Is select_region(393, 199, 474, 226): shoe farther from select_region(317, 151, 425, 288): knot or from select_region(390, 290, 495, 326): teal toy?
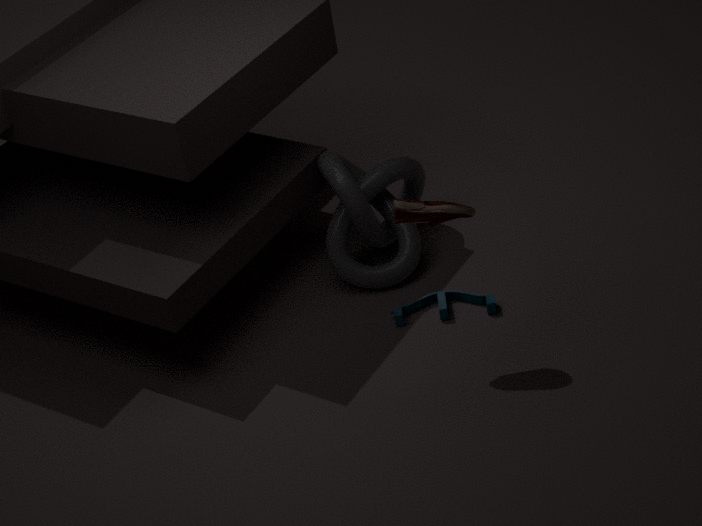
select_region(390, 290, 495, 326): teal toy
